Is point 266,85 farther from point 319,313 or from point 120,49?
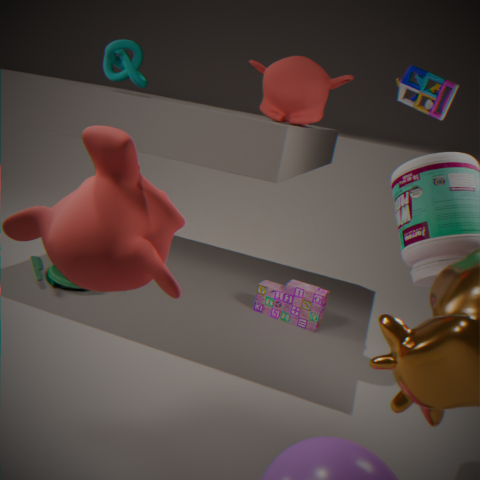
point 319,313
